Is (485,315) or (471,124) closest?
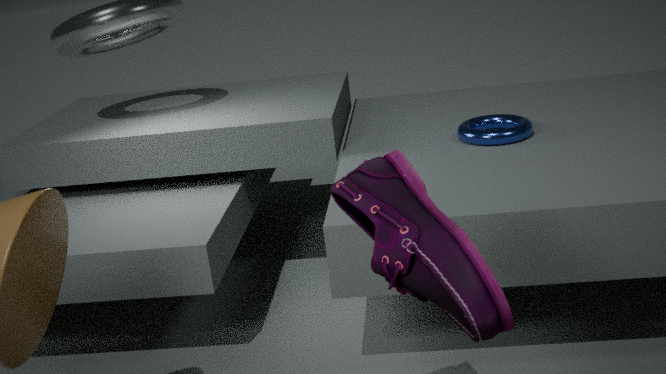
(485,315)
